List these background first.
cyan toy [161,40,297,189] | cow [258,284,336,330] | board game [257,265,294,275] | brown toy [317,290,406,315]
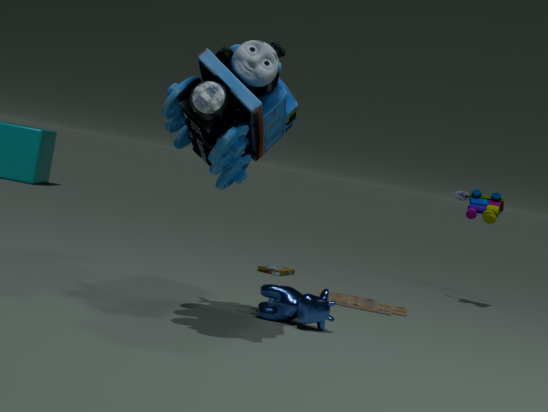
board game [257,265,294,275] < brown toy [317,290,406,315] < cow [258,284,336,330] < cyan toy [161,40,297,189]
